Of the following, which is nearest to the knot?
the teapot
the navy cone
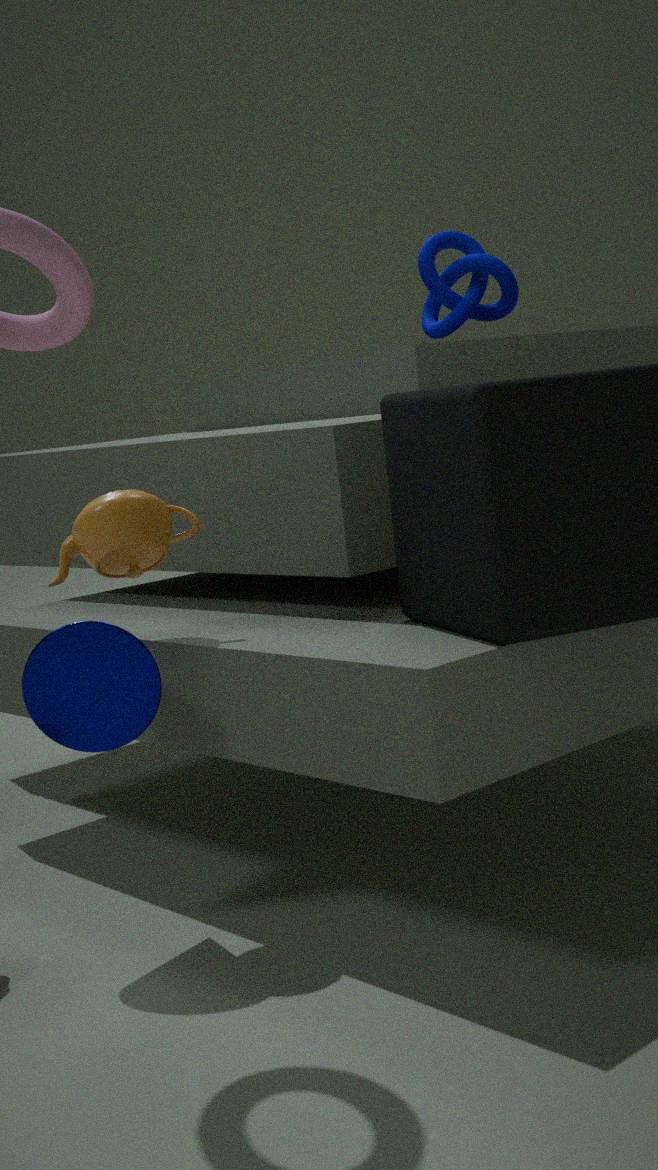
the teapot
